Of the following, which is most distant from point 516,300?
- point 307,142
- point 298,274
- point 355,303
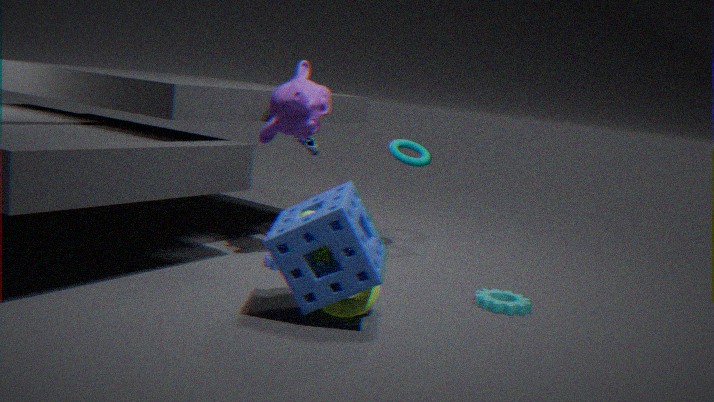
point 307,142
